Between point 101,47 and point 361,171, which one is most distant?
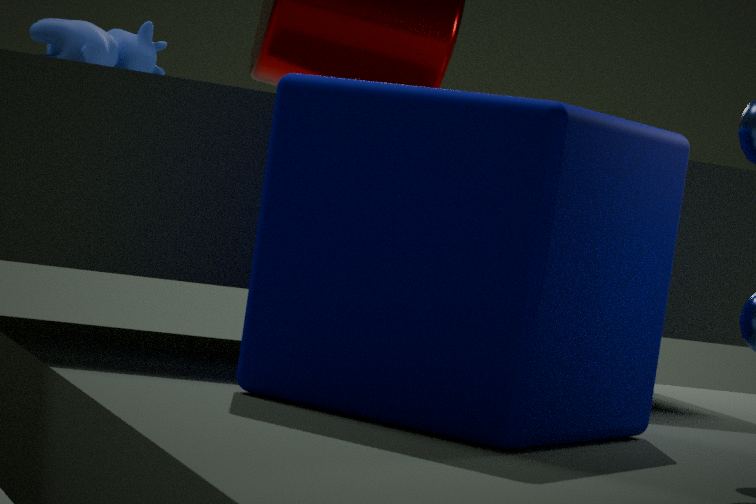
point 101,47
